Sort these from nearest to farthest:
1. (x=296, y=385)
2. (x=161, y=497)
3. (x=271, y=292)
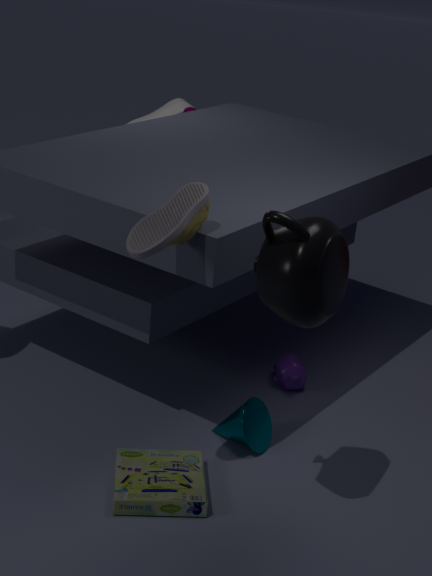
(x=271, y=292) → (x=161, y=497) → (x=296, y=385)
